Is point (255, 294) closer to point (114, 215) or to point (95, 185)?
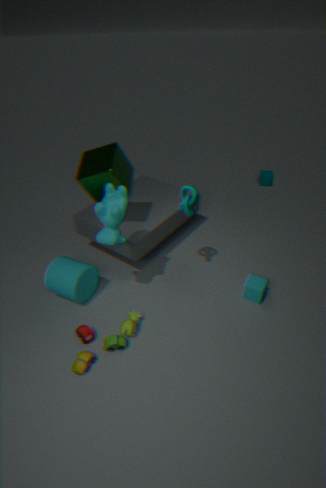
point (114, 215)
